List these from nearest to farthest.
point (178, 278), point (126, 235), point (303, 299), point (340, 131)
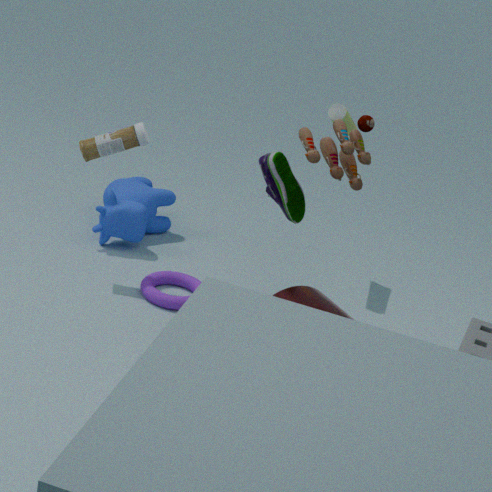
point (303, 299) < point (340, 131) < point (178, 278) < point (126, 235)
